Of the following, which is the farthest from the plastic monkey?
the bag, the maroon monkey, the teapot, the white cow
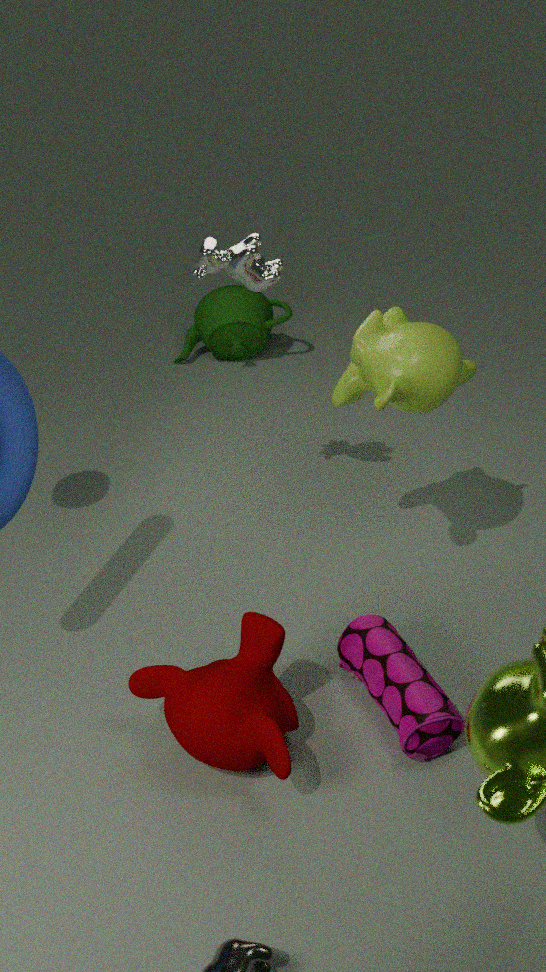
the teapot
